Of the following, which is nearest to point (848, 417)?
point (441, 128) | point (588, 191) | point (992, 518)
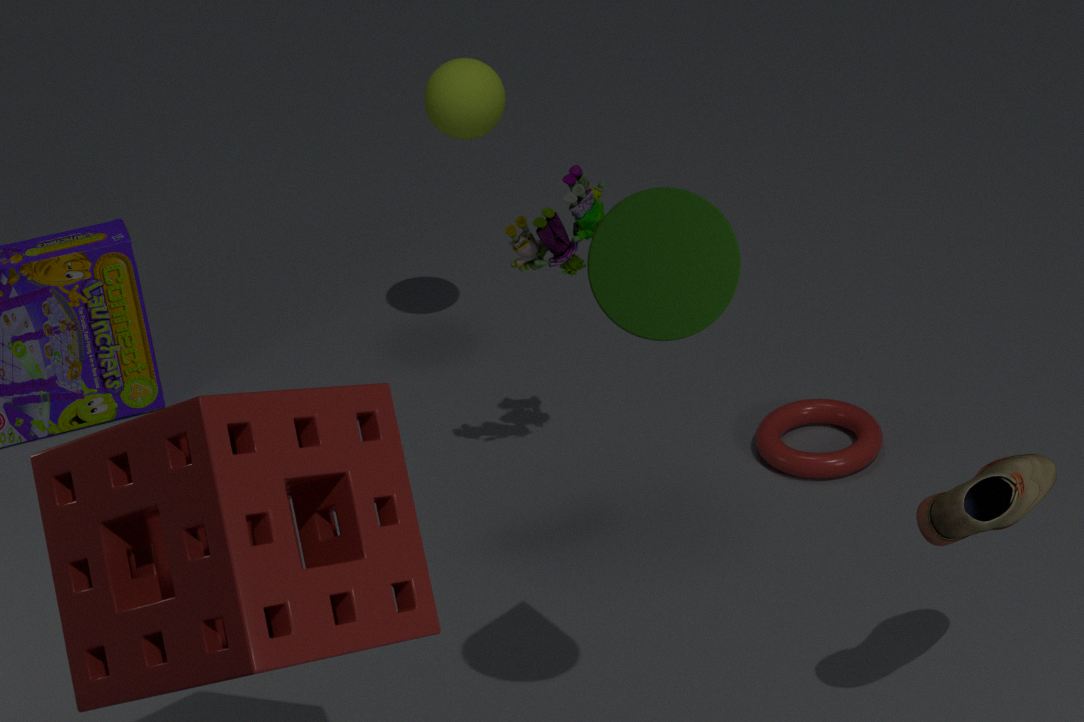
point (588, 191)
